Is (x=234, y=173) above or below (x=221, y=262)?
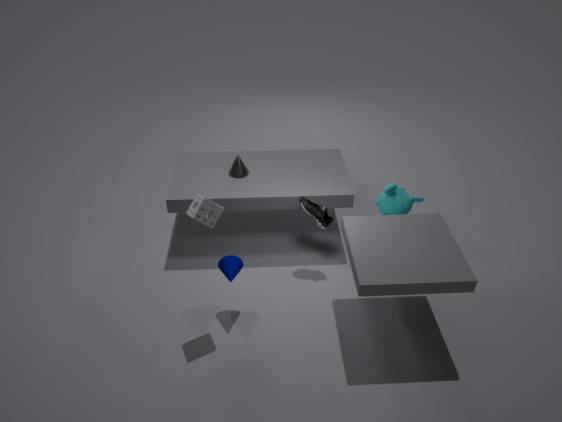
above
